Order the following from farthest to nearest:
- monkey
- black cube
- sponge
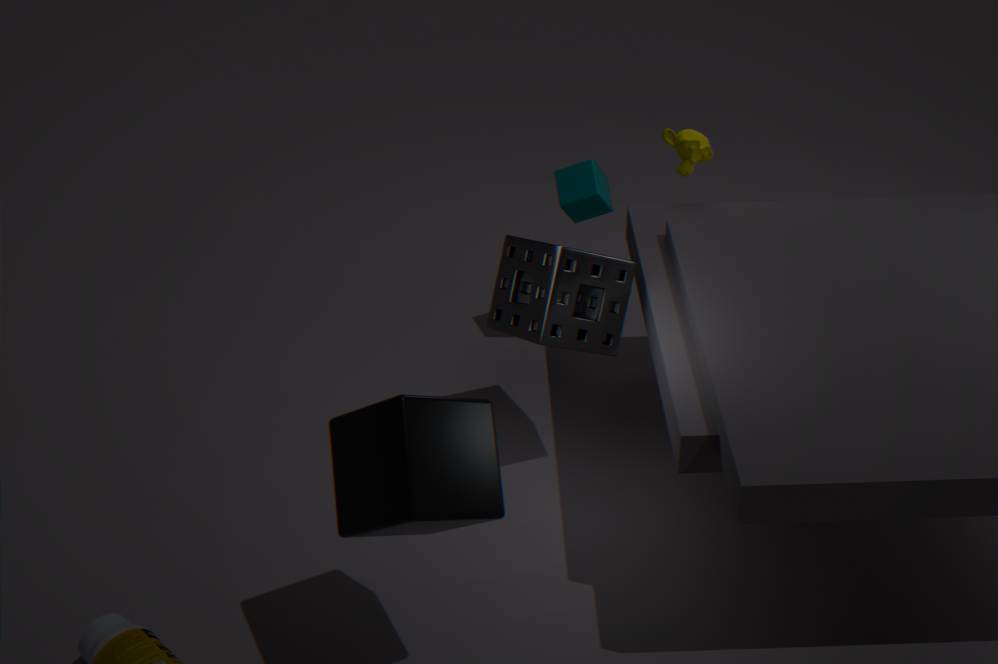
monkey, sponge, black cube
